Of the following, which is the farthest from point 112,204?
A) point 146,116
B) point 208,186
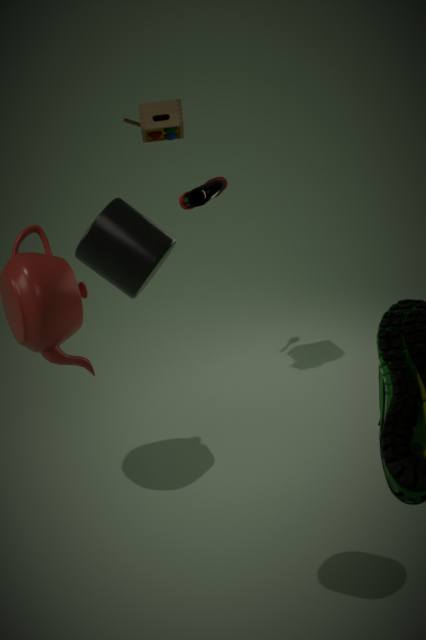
point 146,116
